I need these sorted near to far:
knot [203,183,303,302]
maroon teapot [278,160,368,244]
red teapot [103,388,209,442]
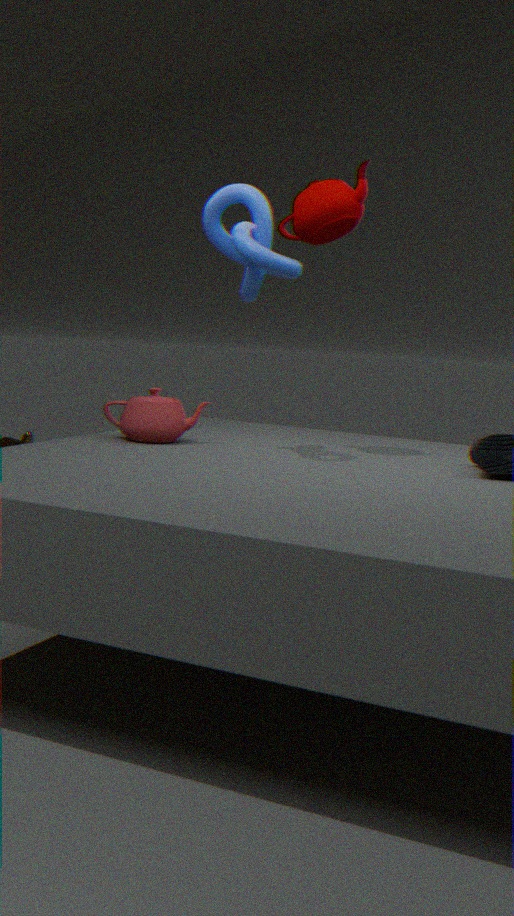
1. knot [203,183,303,302]
2. maroon teapot [278,160,368,244]
3. red teapot [103,388,209,442]
